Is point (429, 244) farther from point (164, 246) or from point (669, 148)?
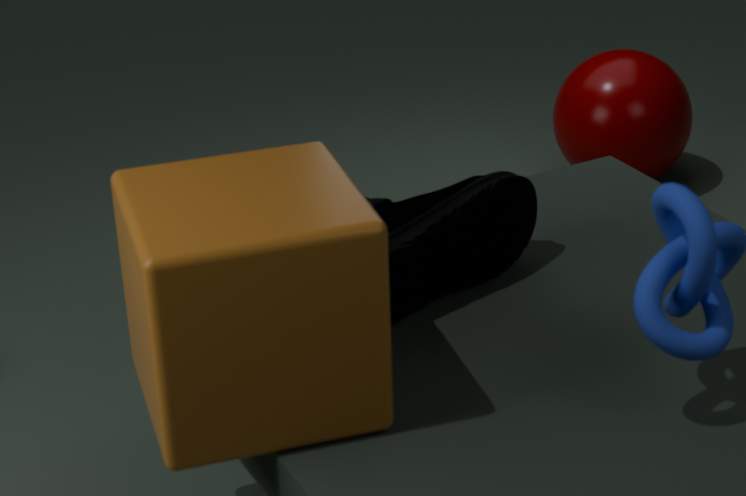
point (669, 148)
